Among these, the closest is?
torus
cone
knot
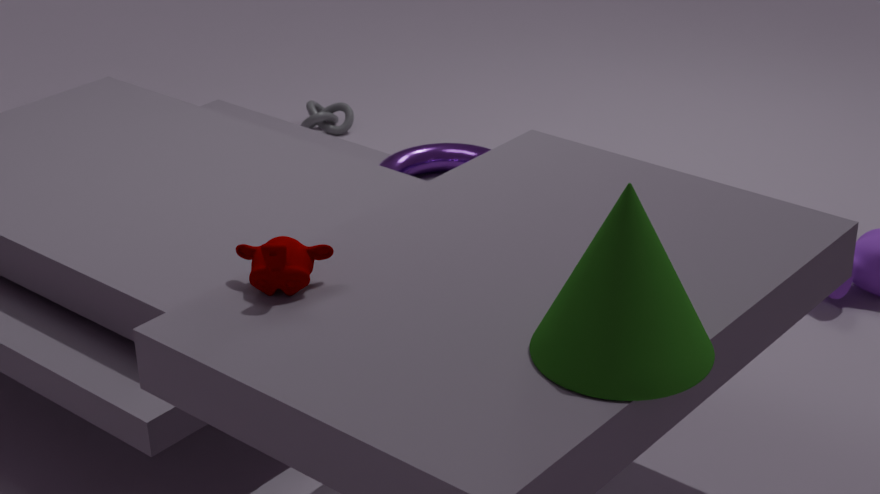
cone
